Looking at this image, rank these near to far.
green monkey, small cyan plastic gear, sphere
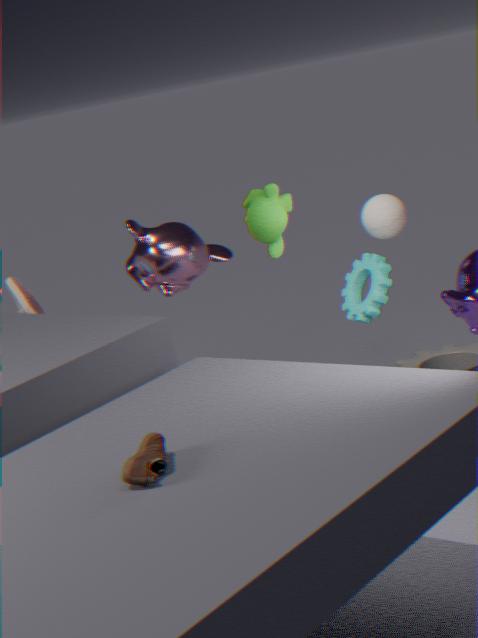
green monkey < small cyan plastic gear < sphere
